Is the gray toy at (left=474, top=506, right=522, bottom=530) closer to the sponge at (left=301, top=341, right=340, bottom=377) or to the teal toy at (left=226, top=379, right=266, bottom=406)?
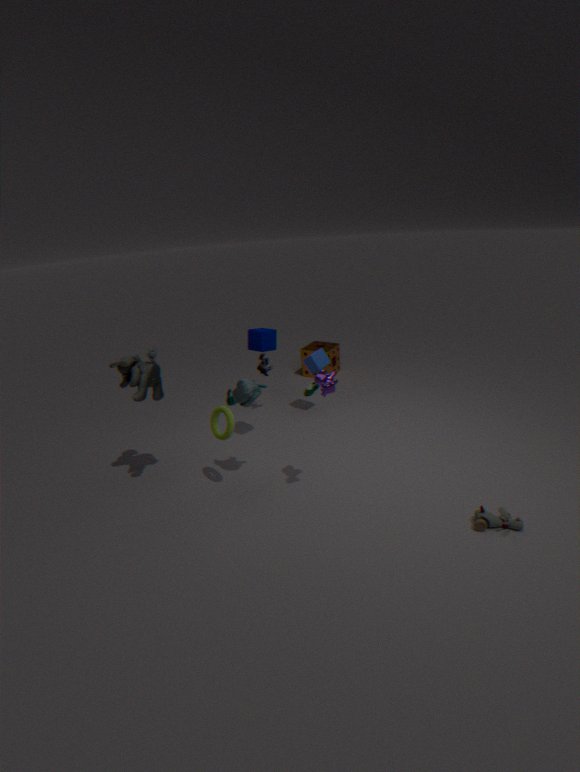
the teal toy at (left=226, top=379, right=266, bottom=406)
